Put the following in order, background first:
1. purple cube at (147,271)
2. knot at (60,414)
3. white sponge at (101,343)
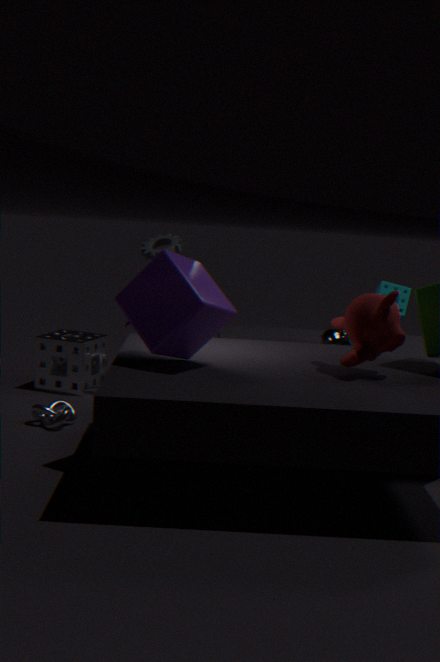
white sponge at (101,343)
knot at (60,414)
purple cube at (147,271)
